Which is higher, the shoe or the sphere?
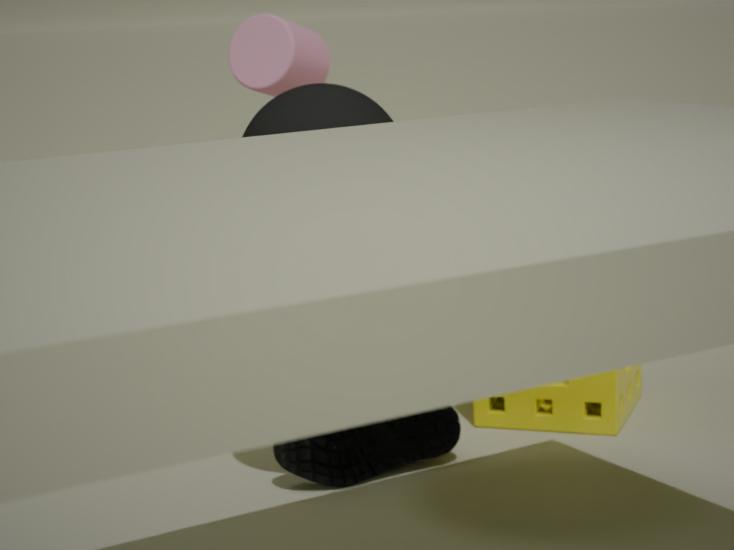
the sphere
